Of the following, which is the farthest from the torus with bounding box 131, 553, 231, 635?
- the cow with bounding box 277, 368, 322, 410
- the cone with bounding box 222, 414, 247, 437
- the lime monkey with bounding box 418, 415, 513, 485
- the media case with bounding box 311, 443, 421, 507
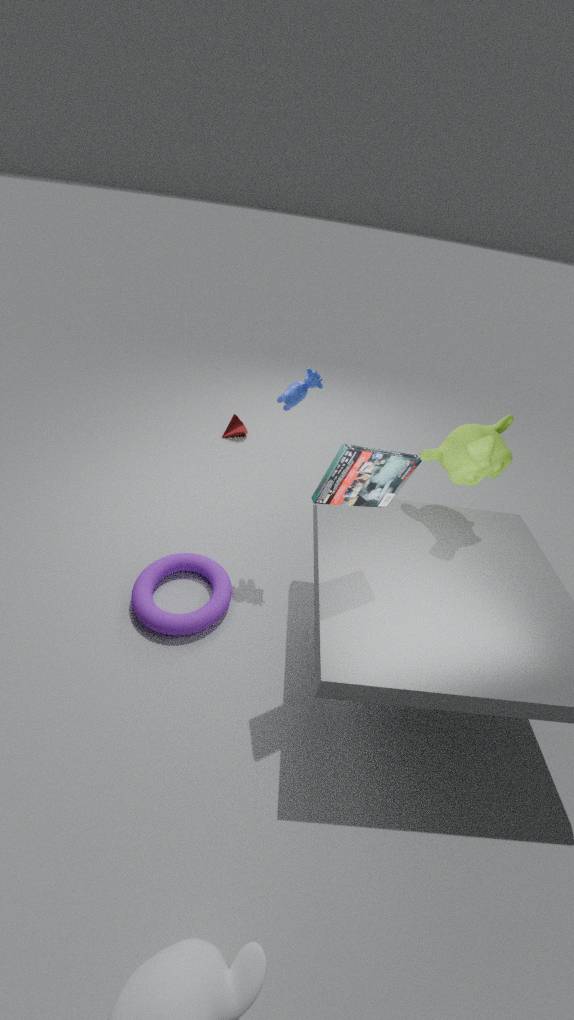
the cone with bounding box 222, 414, 247, 437
